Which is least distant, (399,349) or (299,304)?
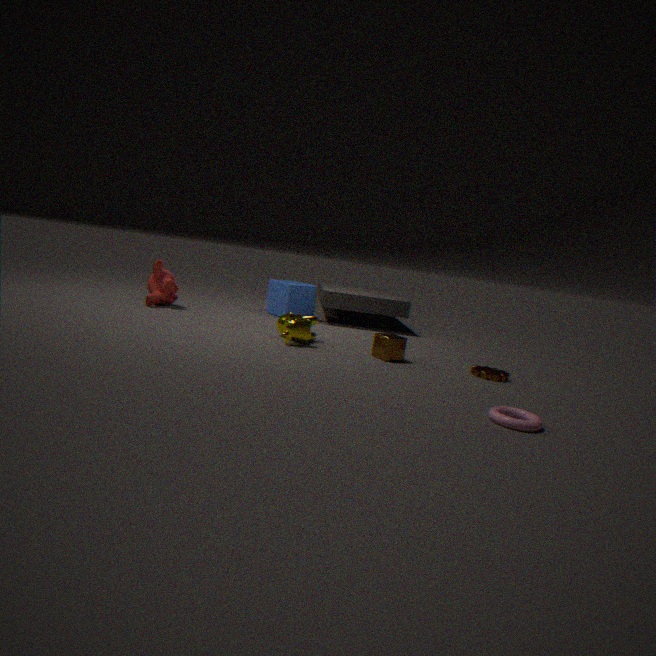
(399,349)
